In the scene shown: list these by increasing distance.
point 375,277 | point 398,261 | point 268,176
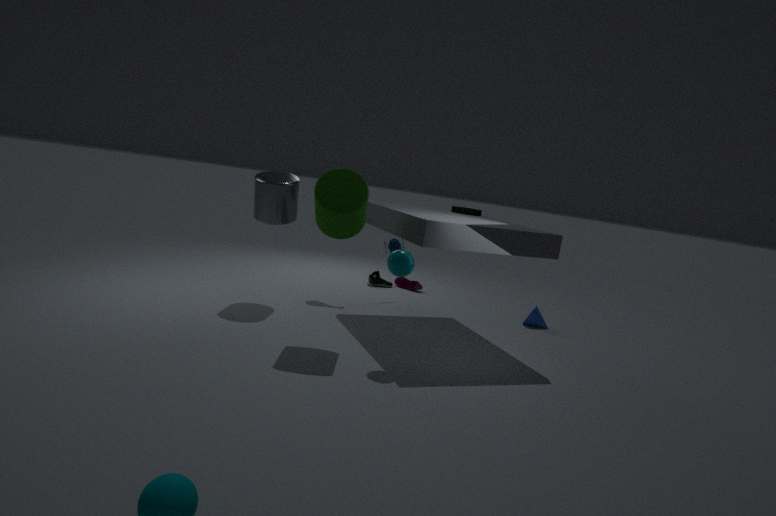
point 398,261, point 268,176, point 375,277
